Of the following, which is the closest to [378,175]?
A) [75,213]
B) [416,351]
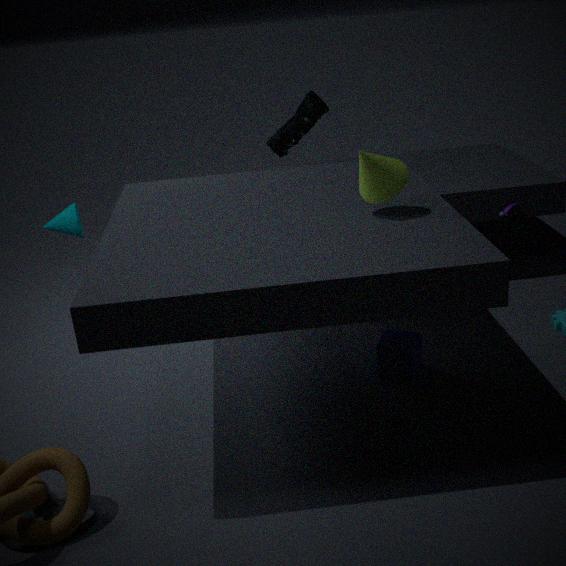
[416,351]
